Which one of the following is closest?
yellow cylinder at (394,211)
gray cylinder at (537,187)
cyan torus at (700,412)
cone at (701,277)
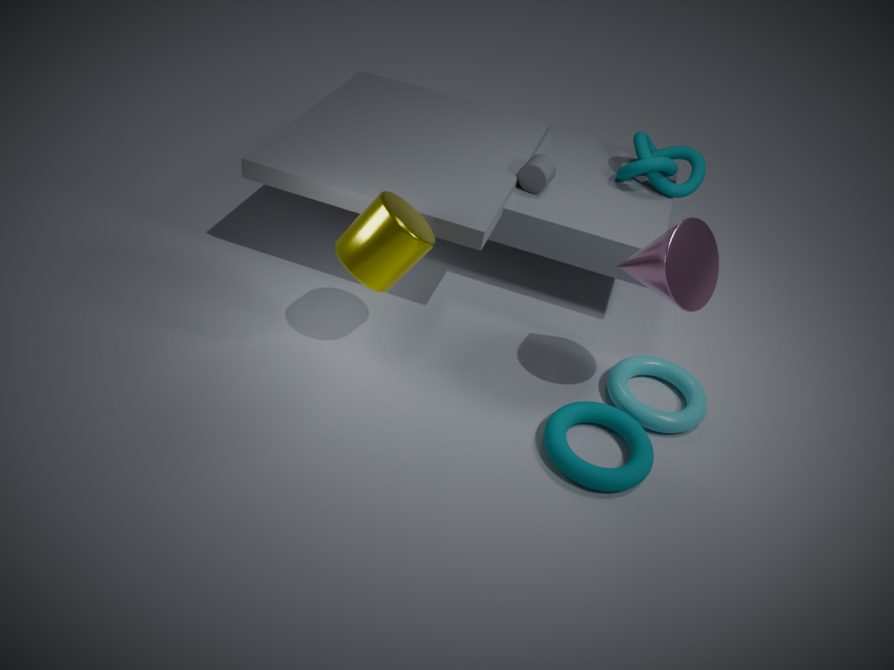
cone at (701,277)
